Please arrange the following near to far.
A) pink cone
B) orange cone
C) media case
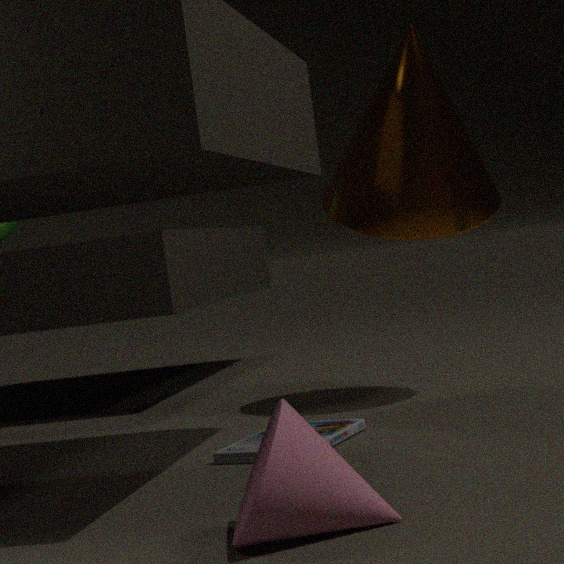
pink cone → media case → orange cone
